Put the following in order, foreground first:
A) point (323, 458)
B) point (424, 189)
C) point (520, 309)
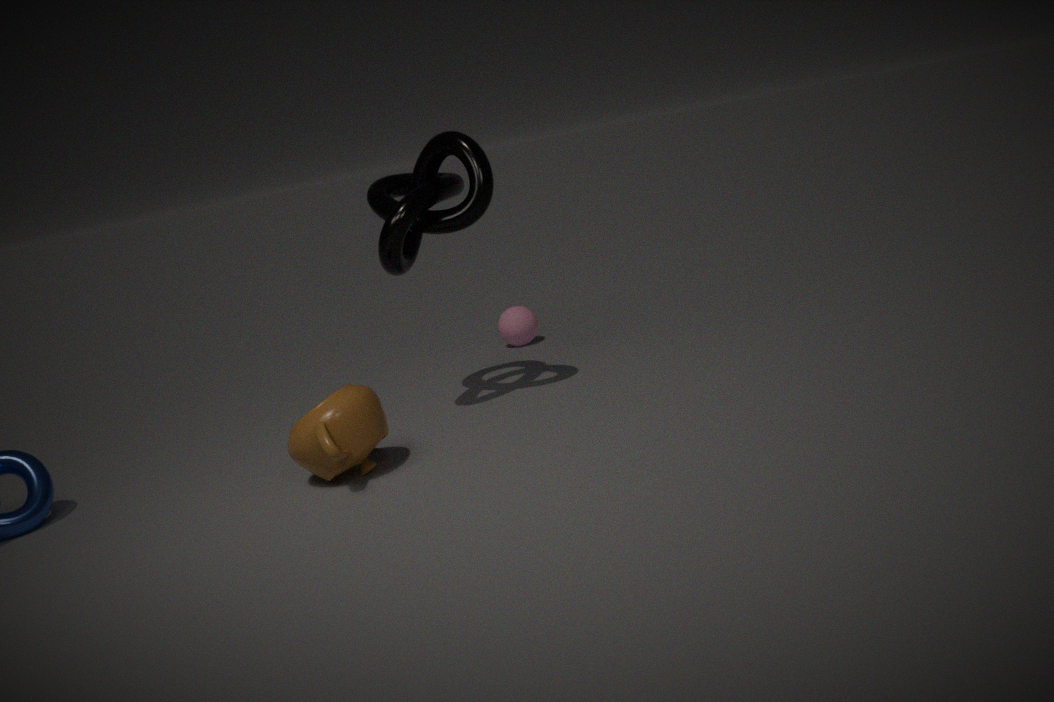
point (323, 458) → point (424, 189) → point (520, 309)
